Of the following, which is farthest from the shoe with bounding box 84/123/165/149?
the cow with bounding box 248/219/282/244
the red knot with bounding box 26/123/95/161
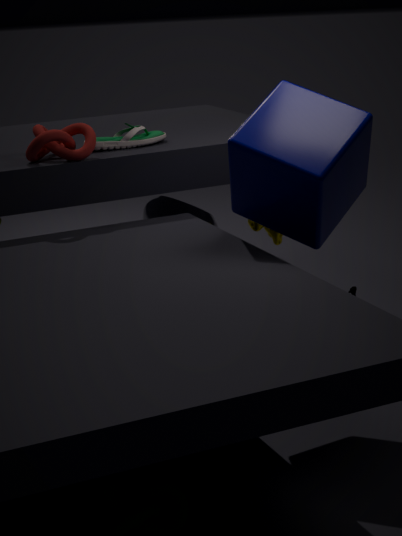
the cow with bounding box 248/219/282/244
